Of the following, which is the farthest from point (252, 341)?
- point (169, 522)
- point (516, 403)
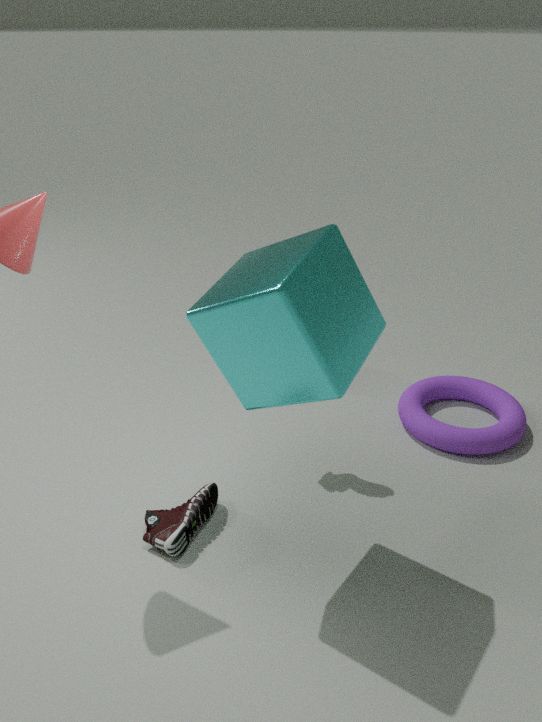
point (516, 403)
